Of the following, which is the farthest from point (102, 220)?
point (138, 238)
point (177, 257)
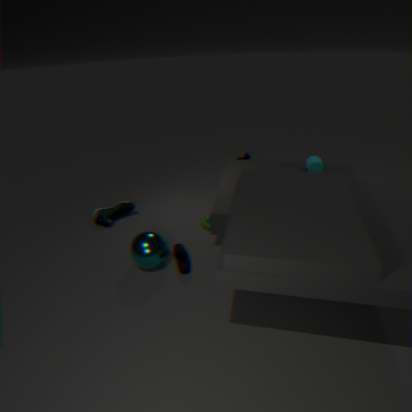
point (177, 257)
